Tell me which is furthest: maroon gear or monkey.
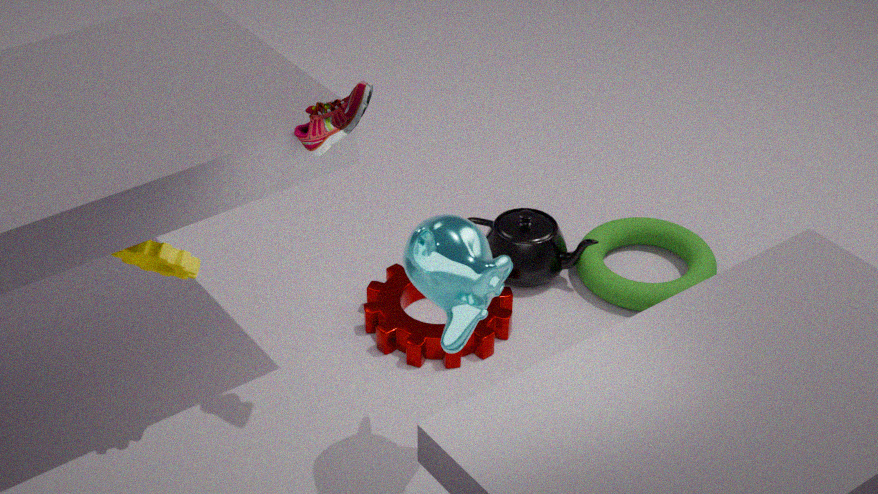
maroon gear
